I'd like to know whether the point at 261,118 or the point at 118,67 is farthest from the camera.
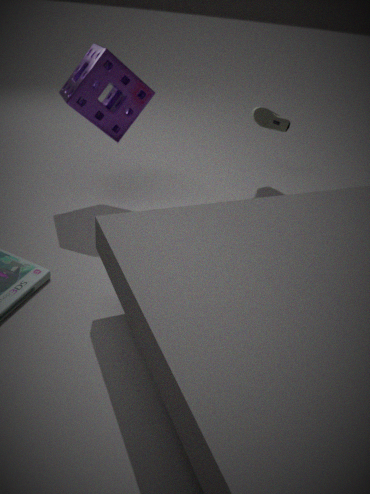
the point at 261,118
